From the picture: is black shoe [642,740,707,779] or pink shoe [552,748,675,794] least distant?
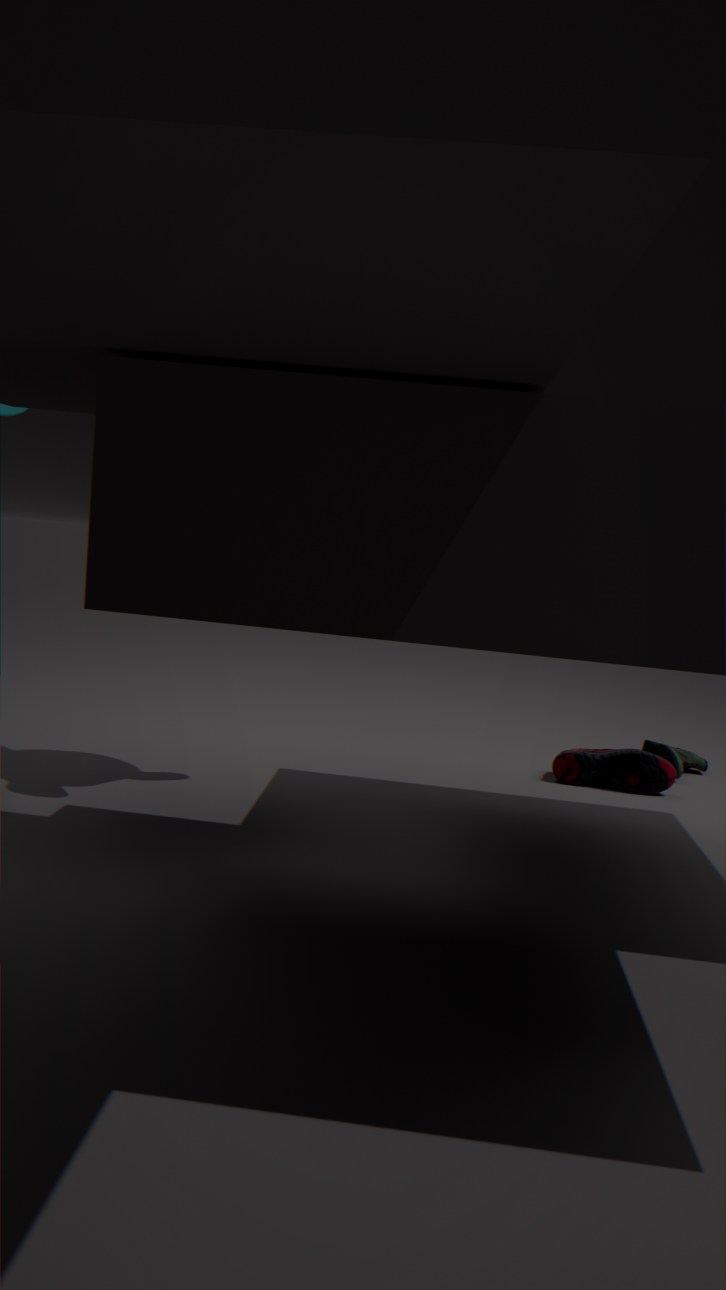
pink shoe [552,748,675,794]
